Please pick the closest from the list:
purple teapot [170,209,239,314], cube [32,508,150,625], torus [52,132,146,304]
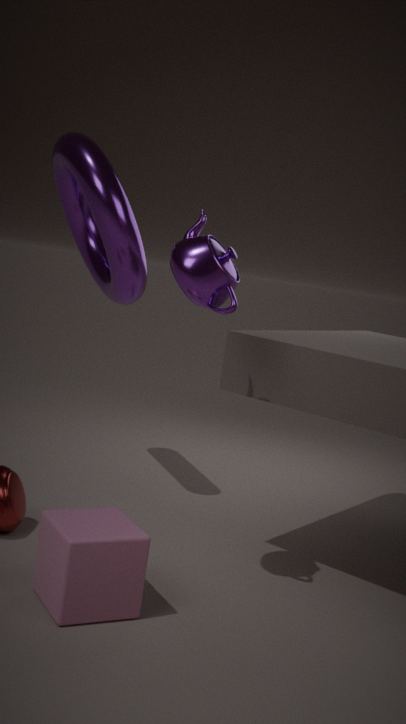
cube [32,508,150,625]
